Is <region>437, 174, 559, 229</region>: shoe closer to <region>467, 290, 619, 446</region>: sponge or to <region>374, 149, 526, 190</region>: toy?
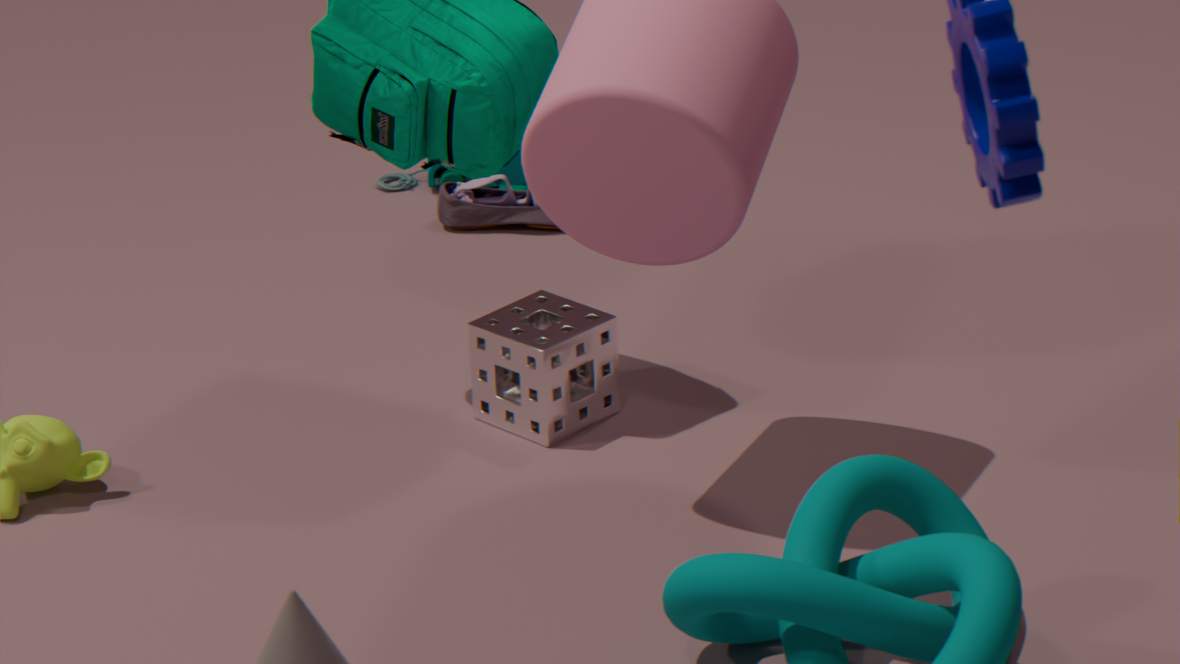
<region>374, 149, 526, 190</region>: toy
